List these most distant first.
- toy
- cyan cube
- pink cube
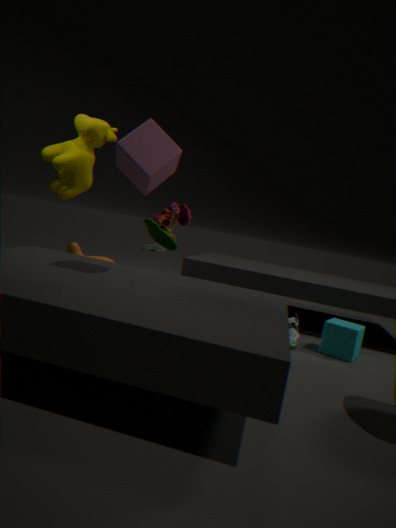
toy, cyan cube, pink cube
